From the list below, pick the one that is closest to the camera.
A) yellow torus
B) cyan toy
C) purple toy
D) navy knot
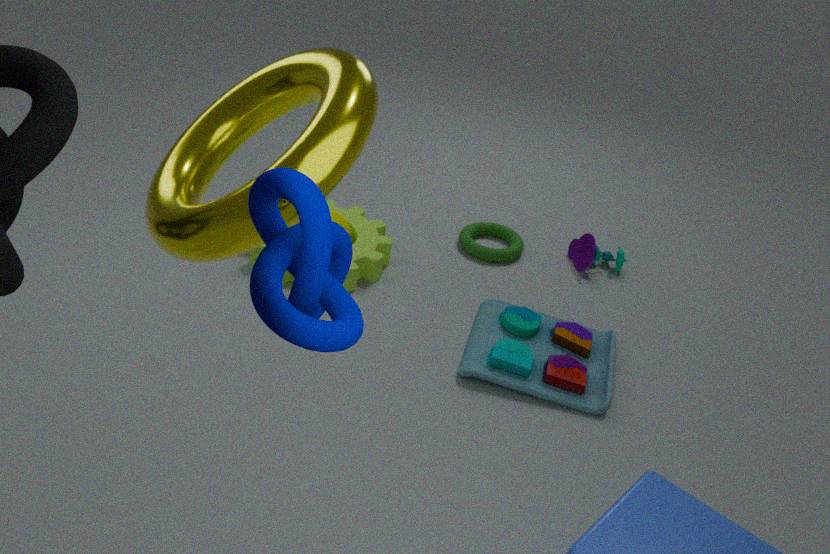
navy knot
